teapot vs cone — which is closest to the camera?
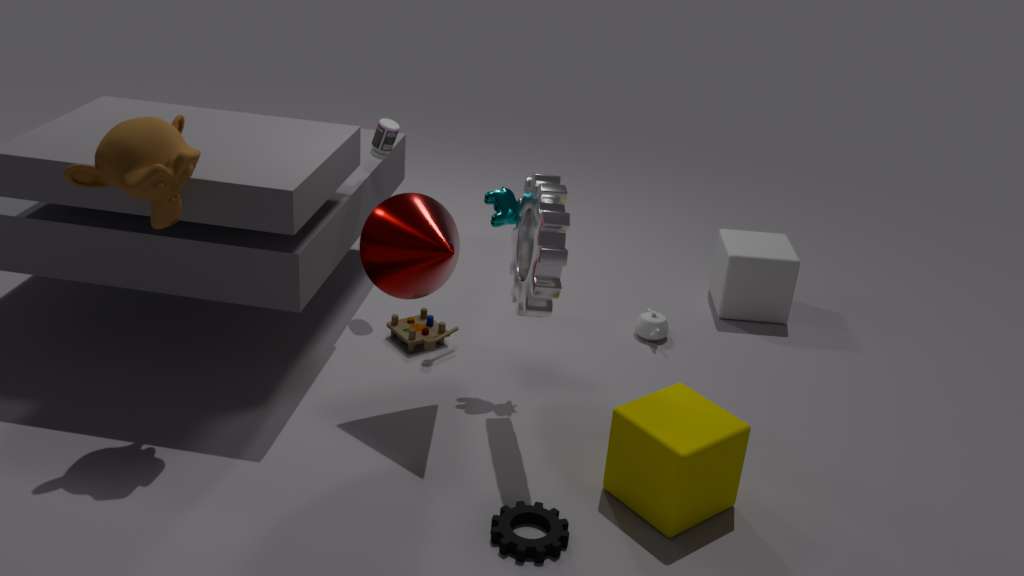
cone
